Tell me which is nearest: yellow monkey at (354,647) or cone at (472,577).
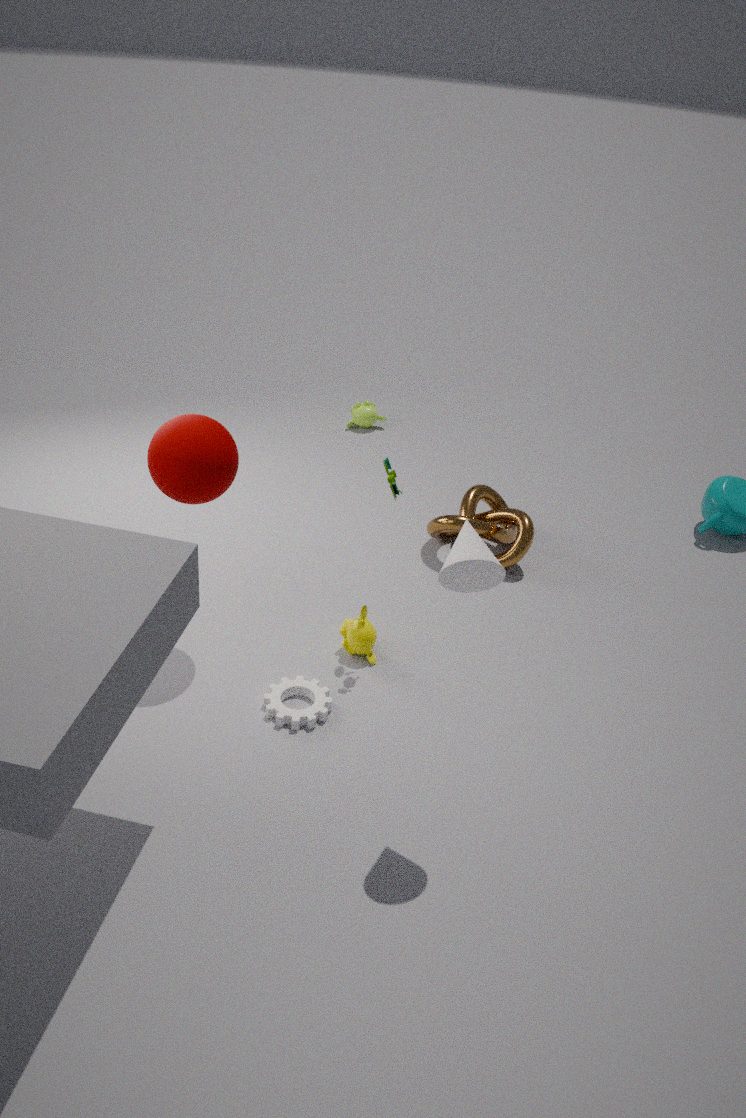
cone at (472,577)
